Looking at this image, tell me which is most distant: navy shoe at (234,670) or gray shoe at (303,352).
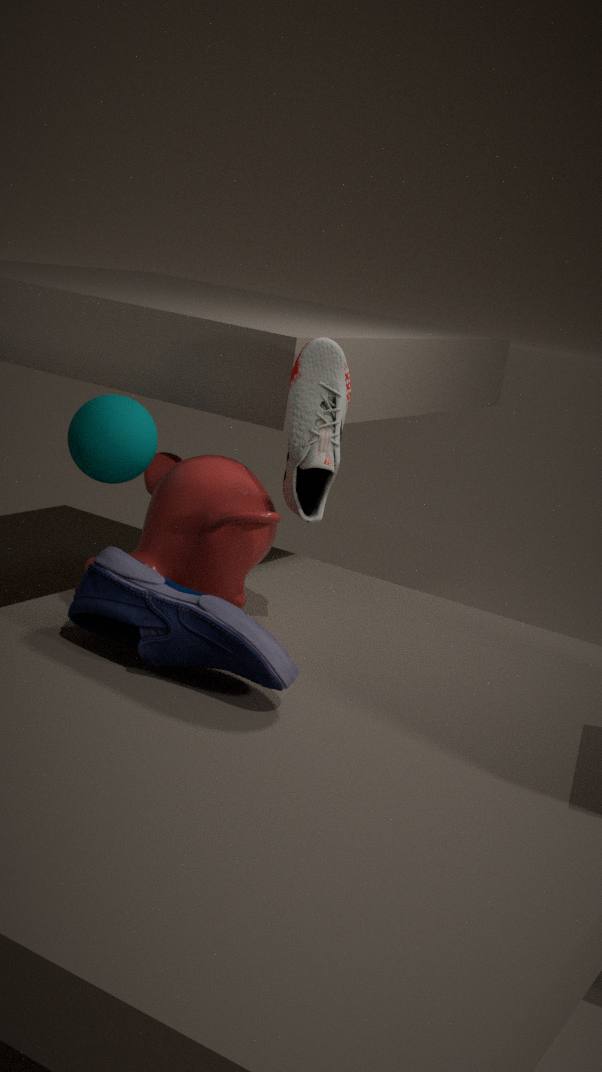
gray shoe at (303,352)
